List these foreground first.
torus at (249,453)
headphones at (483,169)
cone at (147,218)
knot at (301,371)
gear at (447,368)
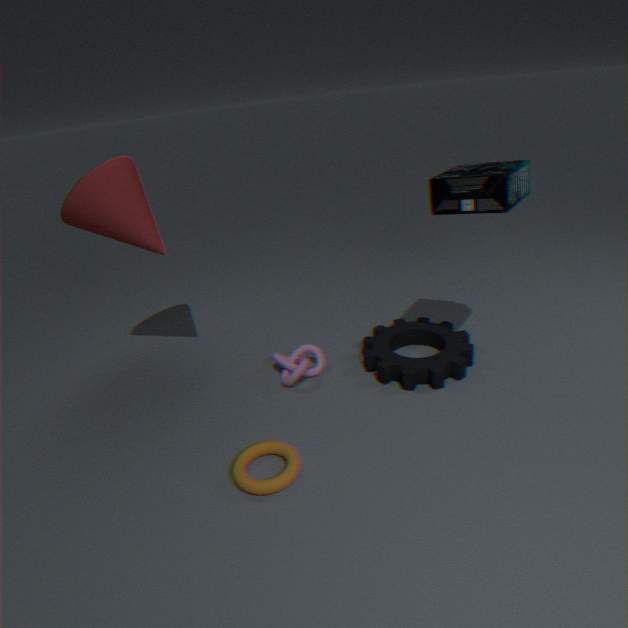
torus at (249,453)
headphones at (483,169)
cone at (147,218)
gear at (447,368)
knot at (301,371)
